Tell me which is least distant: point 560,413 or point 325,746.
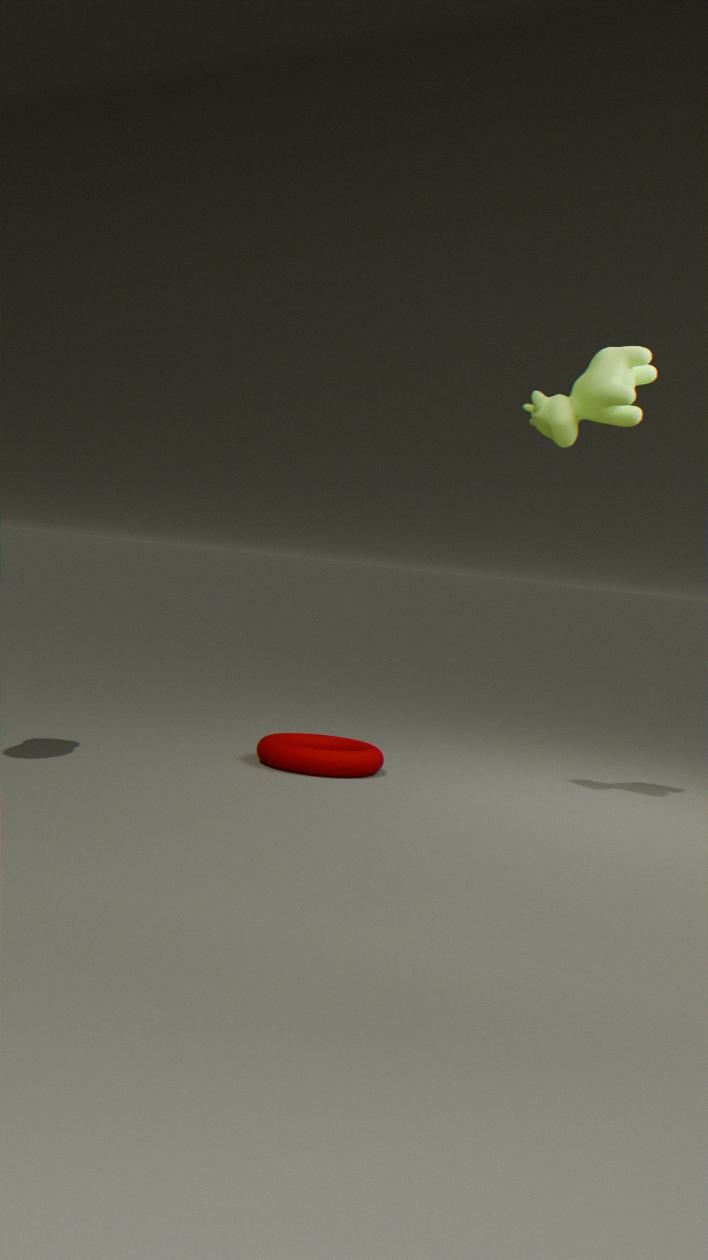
point 560,413
